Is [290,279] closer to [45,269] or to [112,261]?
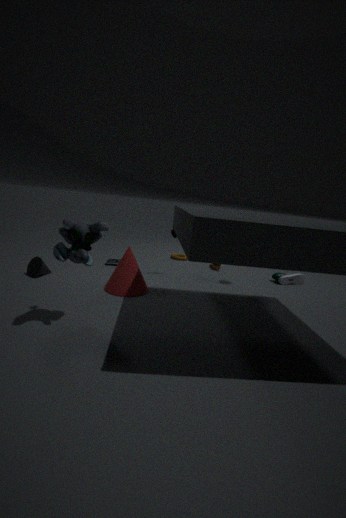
[112,261]
